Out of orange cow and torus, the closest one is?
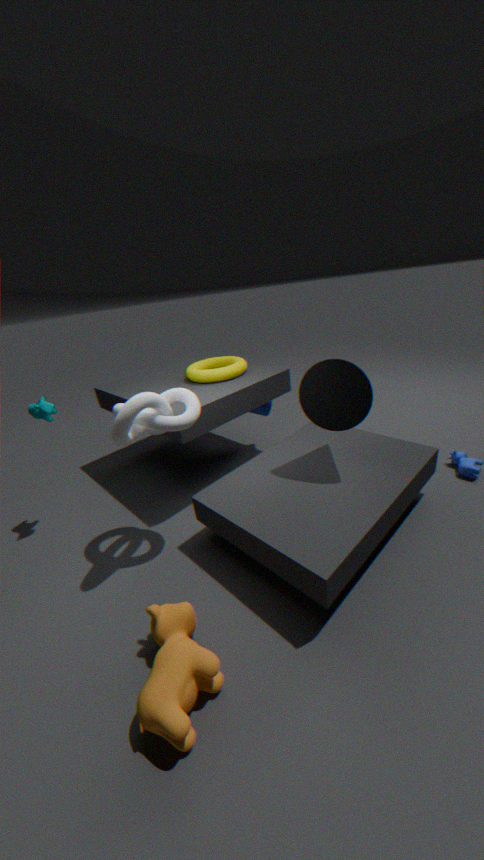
orange cow
